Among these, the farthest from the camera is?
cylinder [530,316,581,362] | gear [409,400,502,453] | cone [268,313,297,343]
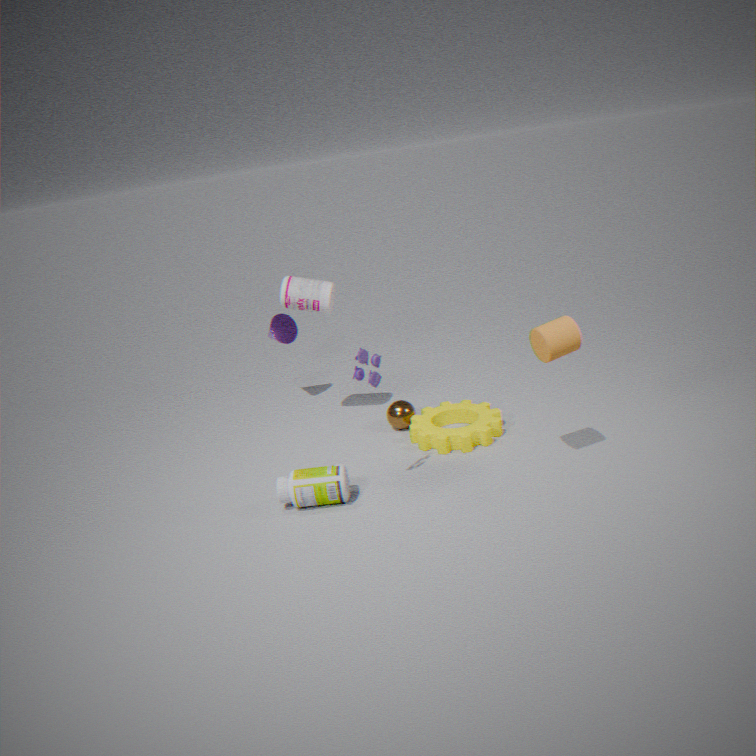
cone [268,313,297,343]
